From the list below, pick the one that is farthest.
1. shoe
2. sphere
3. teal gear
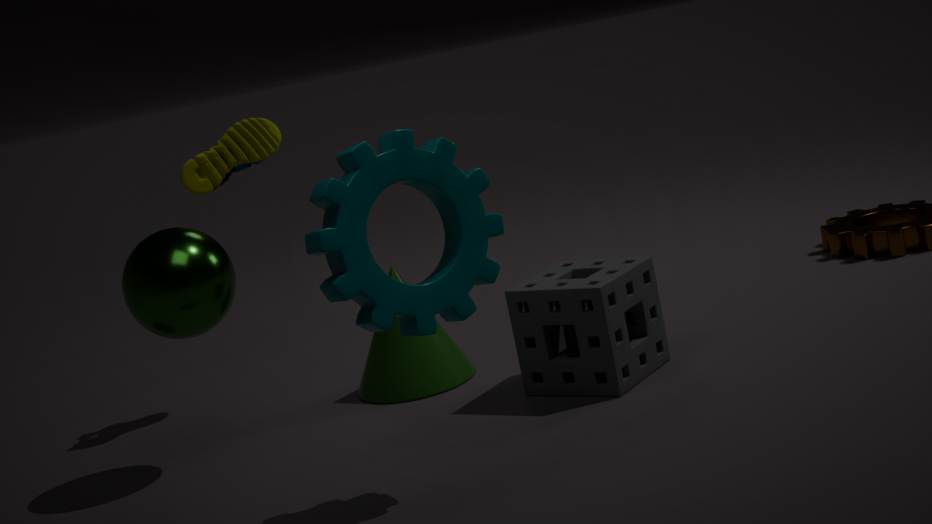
shoe
